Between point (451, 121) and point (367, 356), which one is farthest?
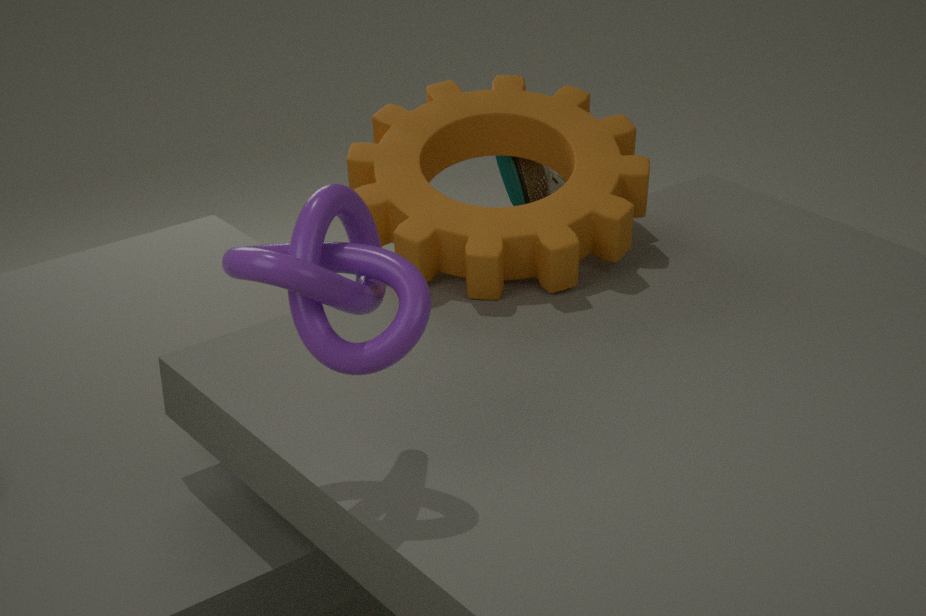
point (451, 121)
